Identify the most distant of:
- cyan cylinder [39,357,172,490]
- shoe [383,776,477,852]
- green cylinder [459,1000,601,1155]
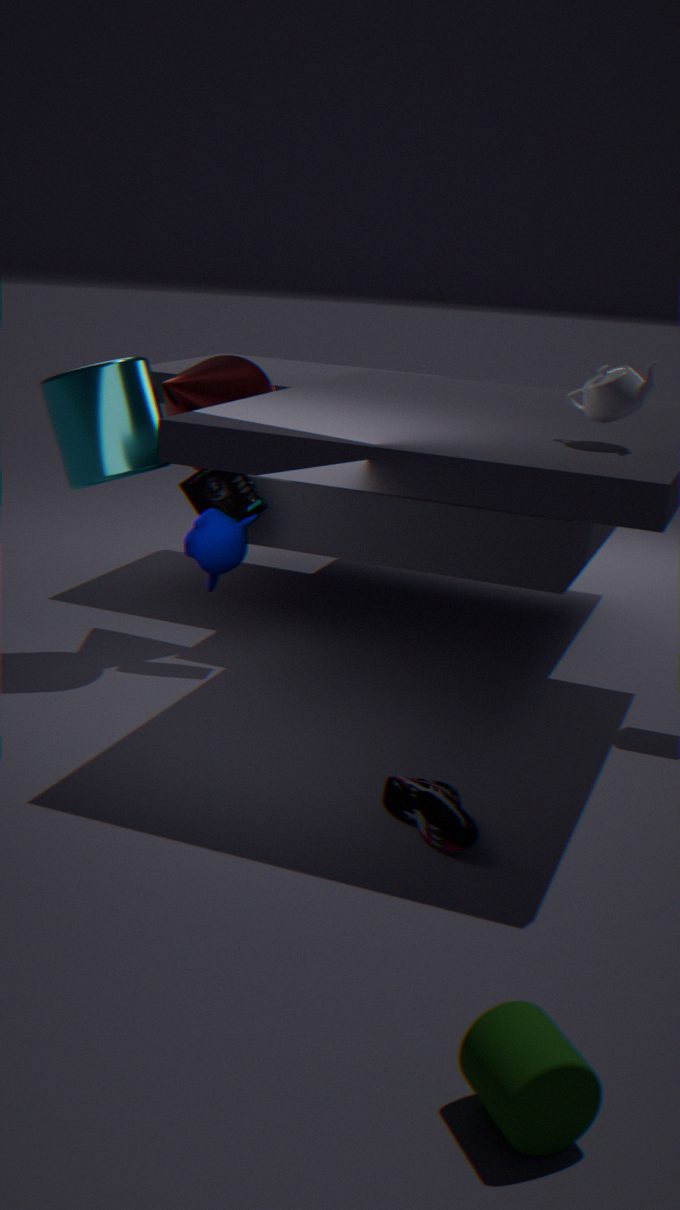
cyan cylinder [39,357,172,490]
